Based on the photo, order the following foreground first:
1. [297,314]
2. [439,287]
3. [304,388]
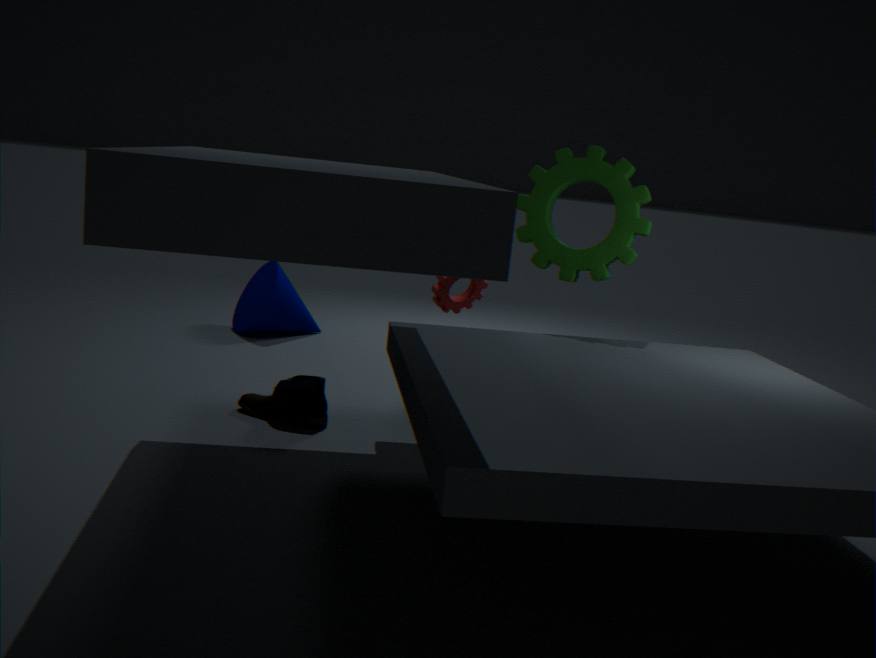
[304,388]
[439,287]
[297,314]
